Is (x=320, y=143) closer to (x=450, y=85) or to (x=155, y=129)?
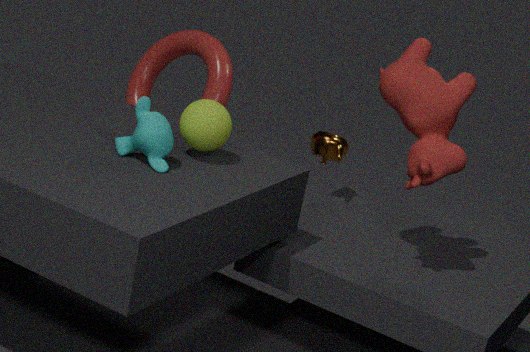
(x=450, y=85)
